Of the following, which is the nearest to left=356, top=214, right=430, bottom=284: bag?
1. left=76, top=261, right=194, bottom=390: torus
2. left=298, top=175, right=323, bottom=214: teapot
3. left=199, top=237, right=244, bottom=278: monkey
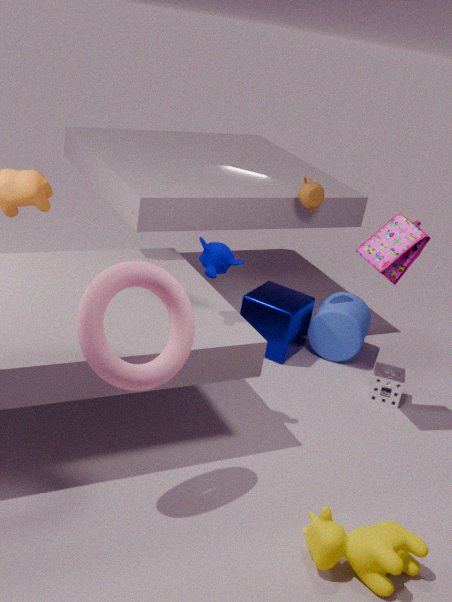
left=298, top=175, right=323, bottom=214: teapot
